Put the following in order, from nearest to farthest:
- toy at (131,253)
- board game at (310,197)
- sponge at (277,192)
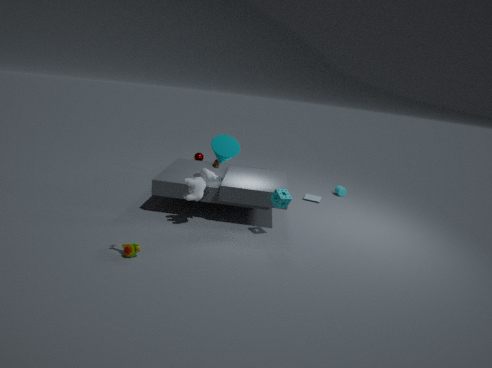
1. toy at (131,253)
2. sponge at (277,192)
3. board game at (310,197)
